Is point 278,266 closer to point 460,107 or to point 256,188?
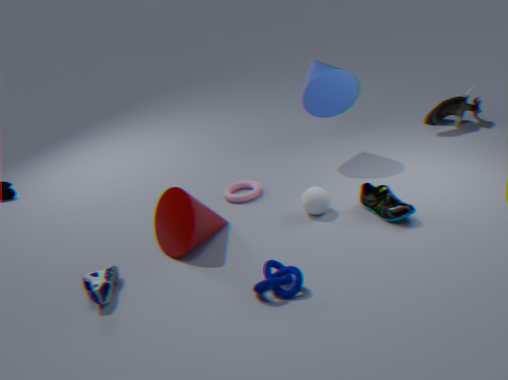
point 256,188
